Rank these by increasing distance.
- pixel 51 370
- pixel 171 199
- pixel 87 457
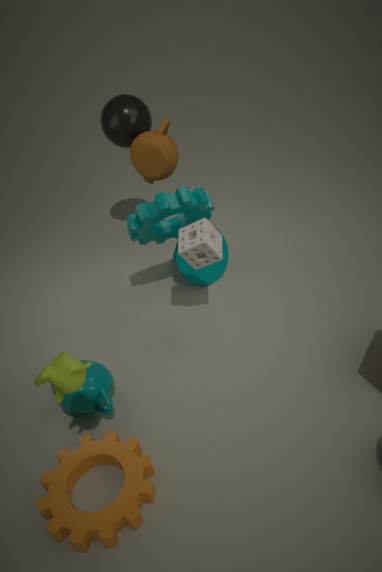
pixel 51 370 → pixel 87 457 → pixel 171 199
